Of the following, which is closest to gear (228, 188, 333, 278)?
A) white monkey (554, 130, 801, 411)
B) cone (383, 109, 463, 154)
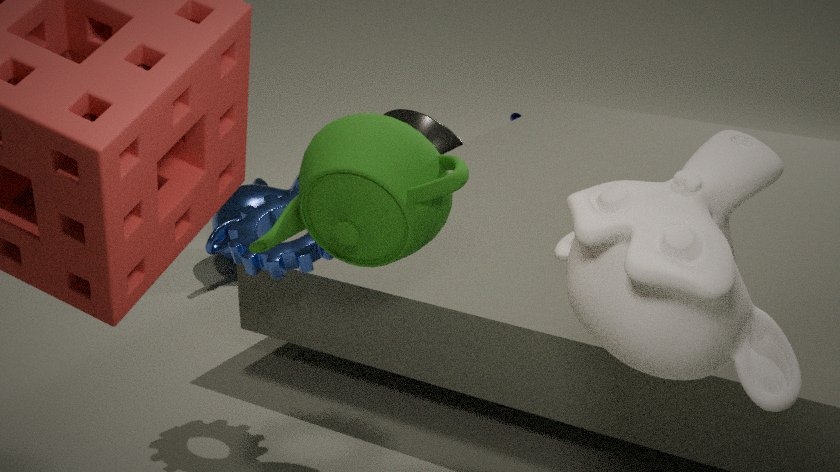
white monkey (554, 130, 801, 411)
